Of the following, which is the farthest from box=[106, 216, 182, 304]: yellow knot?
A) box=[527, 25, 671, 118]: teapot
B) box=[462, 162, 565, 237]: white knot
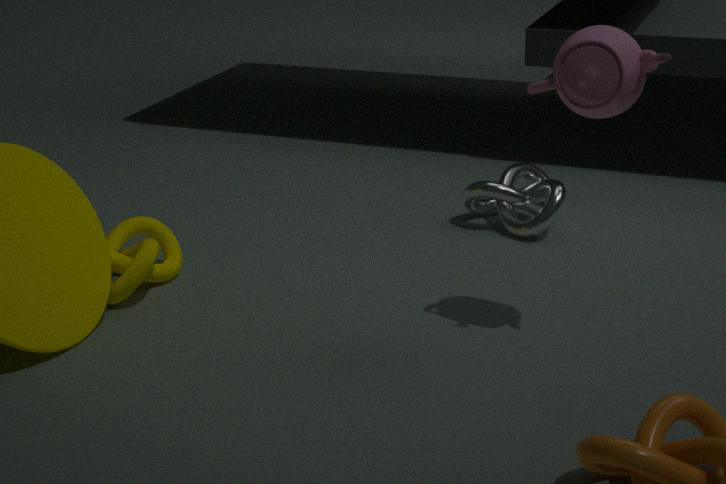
box=[527, 25, 671, 118]: teapot
